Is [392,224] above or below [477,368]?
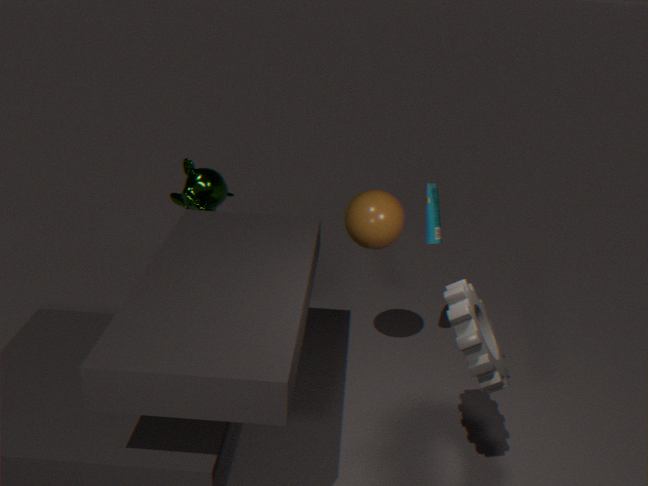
above
